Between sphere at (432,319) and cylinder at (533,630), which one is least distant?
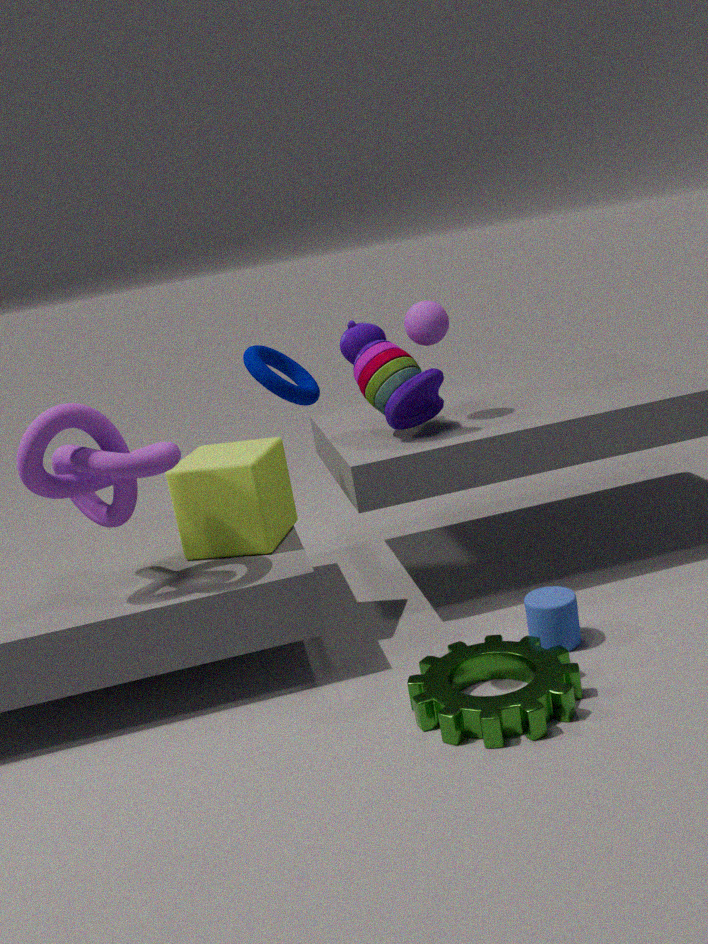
cylinder at (533,630)
